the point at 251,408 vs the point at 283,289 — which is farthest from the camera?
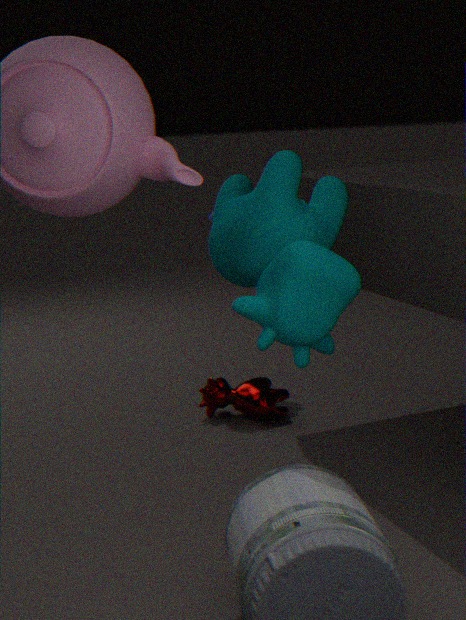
the point at 251,408
